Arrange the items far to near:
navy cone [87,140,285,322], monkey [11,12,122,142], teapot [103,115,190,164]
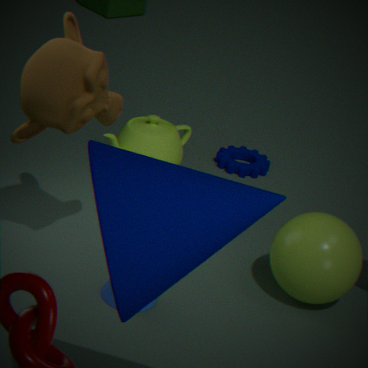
teapot [103,115,190,164] < monkey [11,12,122,142] < navy cone [87,140,285,322]
